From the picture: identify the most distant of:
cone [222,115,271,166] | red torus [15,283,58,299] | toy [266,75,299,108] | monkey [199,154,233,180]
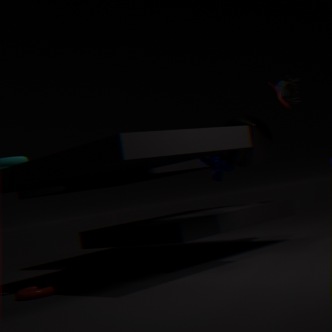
cone [222,115,271,166]
